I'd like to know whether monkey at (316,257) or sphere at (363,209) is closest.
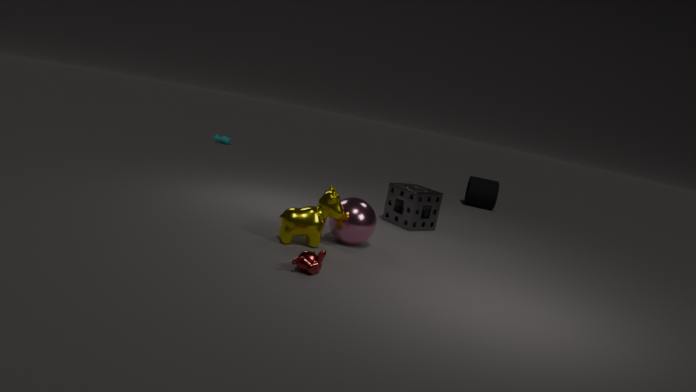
monkey at (316,257)
